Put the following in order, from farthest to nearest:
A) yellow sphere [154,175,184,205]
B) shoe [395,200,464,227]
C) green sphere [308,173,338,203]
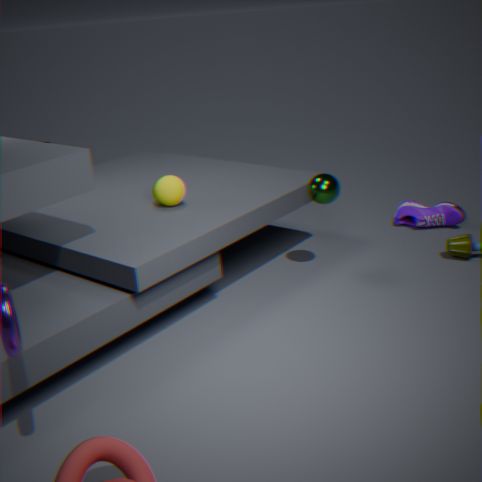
shoe [395,200,464,227], yellow sphere [154,175,184,205], green sphere [308,173,338,203]
